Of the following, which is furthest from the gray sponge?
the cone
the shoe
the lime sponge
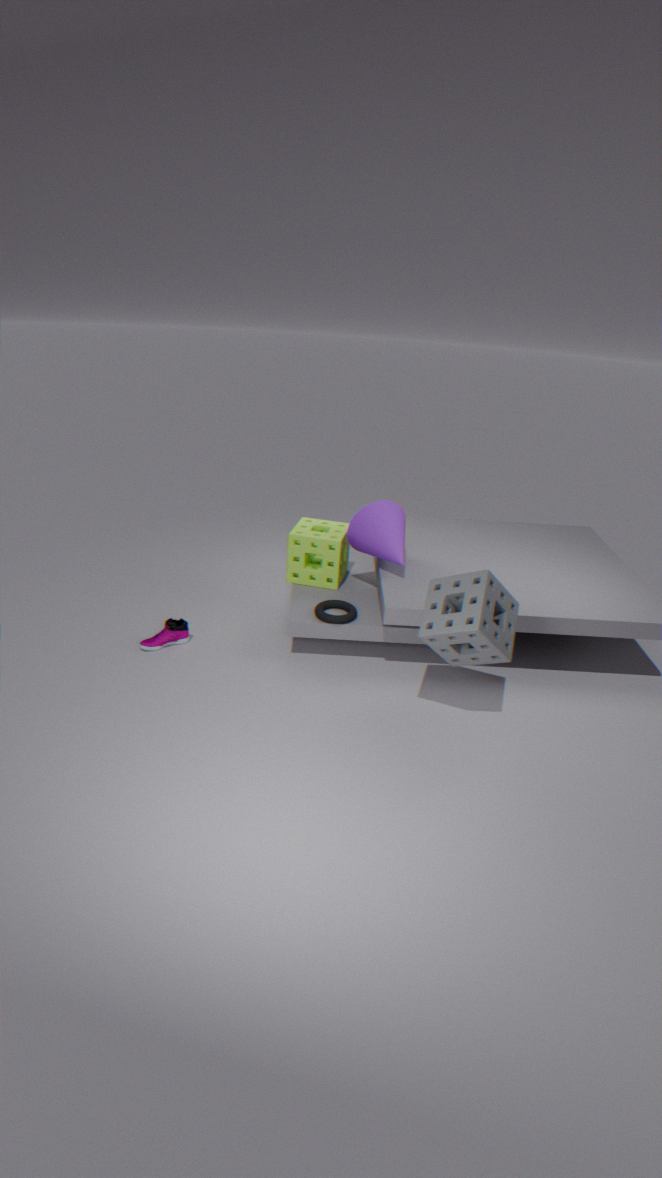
the shoe
